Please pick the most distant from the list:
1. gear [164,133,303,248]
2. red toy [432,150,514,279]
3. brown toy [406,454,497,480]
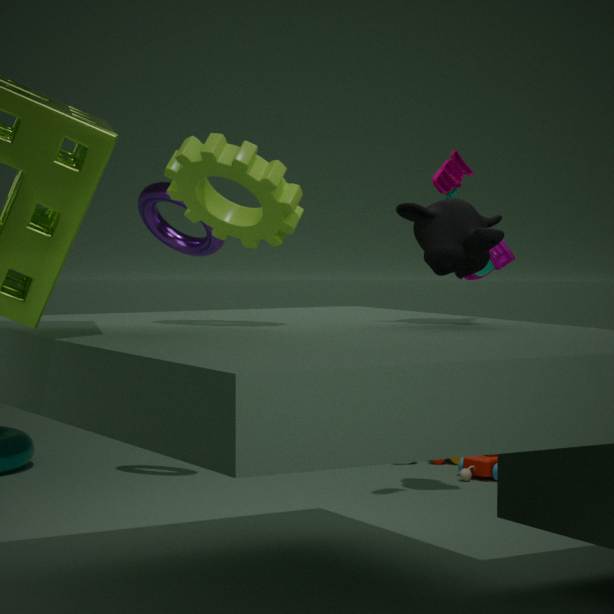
brown toy [406,454,497,480]
